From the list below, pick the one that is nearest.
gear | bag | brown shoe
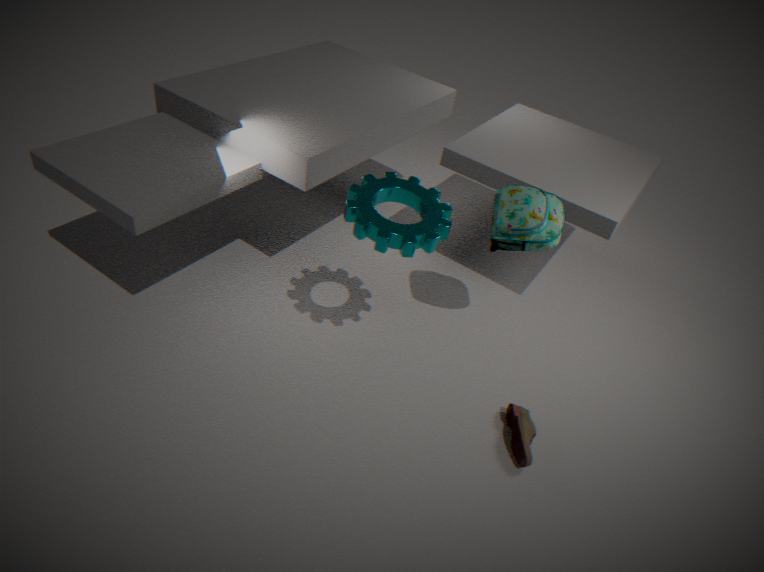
gear
